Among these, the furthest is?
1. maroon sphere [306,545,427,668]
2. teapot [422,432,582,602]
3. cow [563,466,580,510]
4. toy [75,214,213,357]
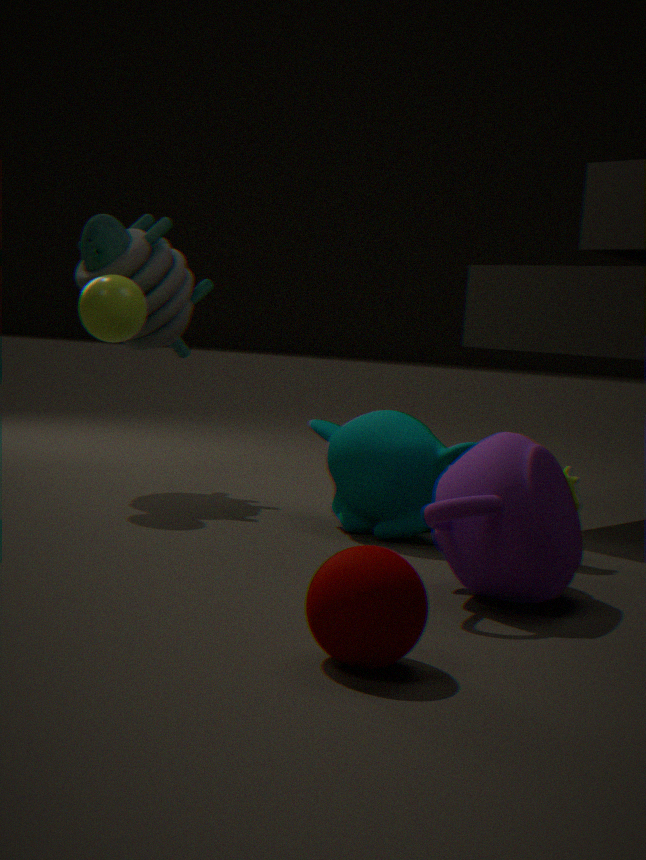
toy [75,214,213,357]
